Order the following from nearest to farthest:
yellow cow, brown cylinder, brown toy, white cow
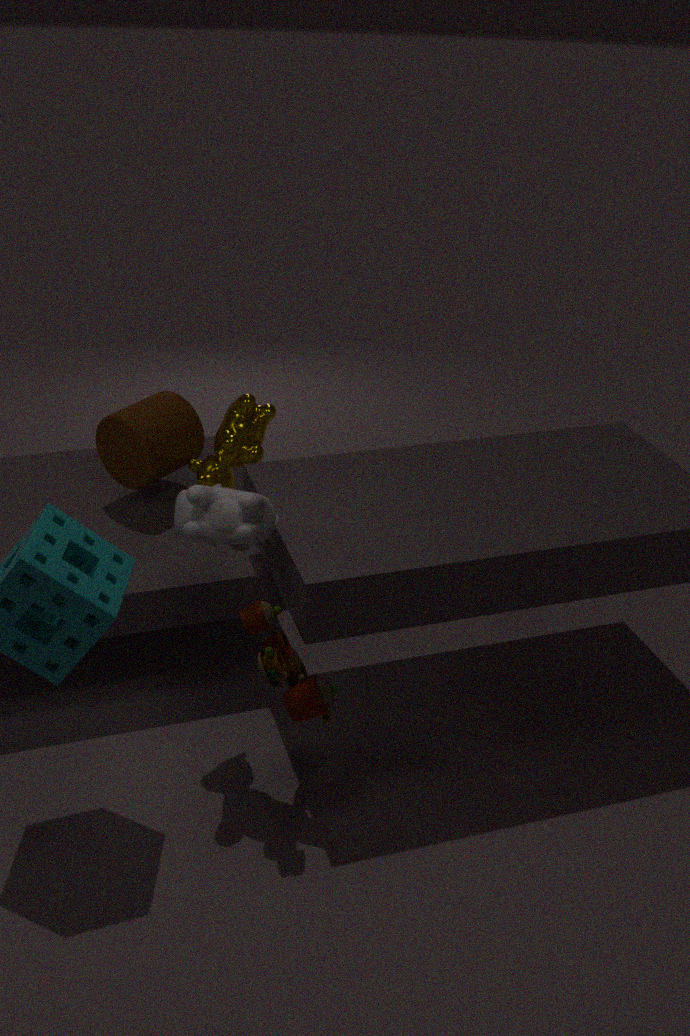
brown toy
white cow
yellow cow
brown cylinder
